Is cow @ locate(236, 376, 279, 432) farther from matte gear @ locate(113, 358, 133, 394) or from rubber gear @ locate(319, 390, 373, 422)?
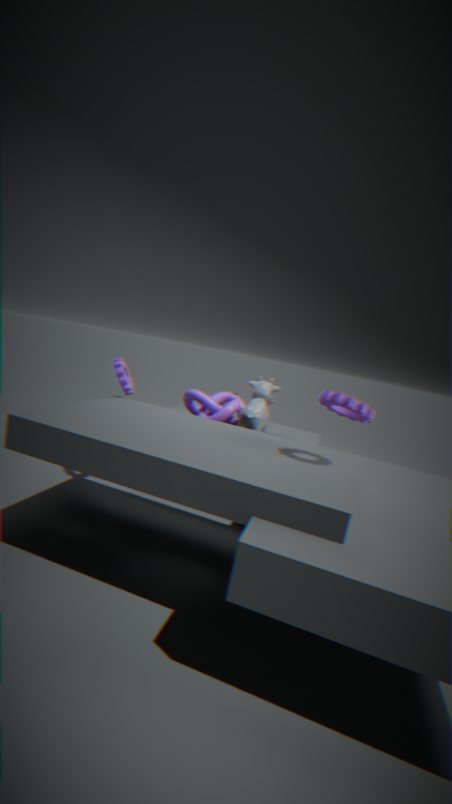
matte gear @ locate(113, 358, 133, 394)
